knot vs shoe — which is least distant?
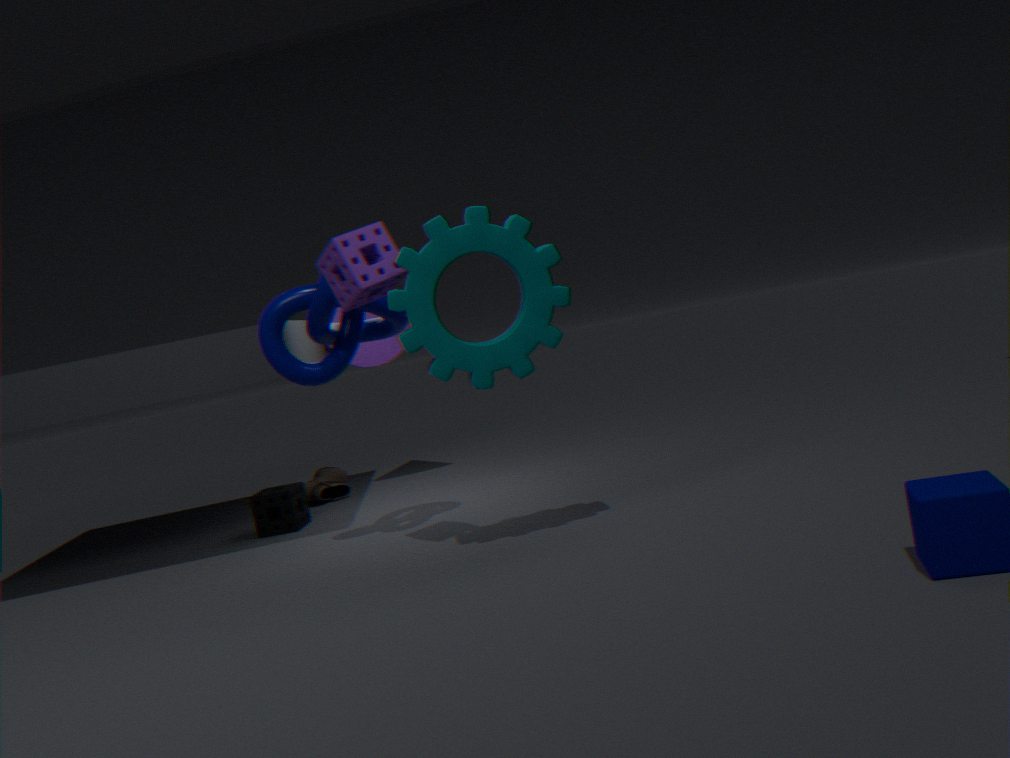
knot
